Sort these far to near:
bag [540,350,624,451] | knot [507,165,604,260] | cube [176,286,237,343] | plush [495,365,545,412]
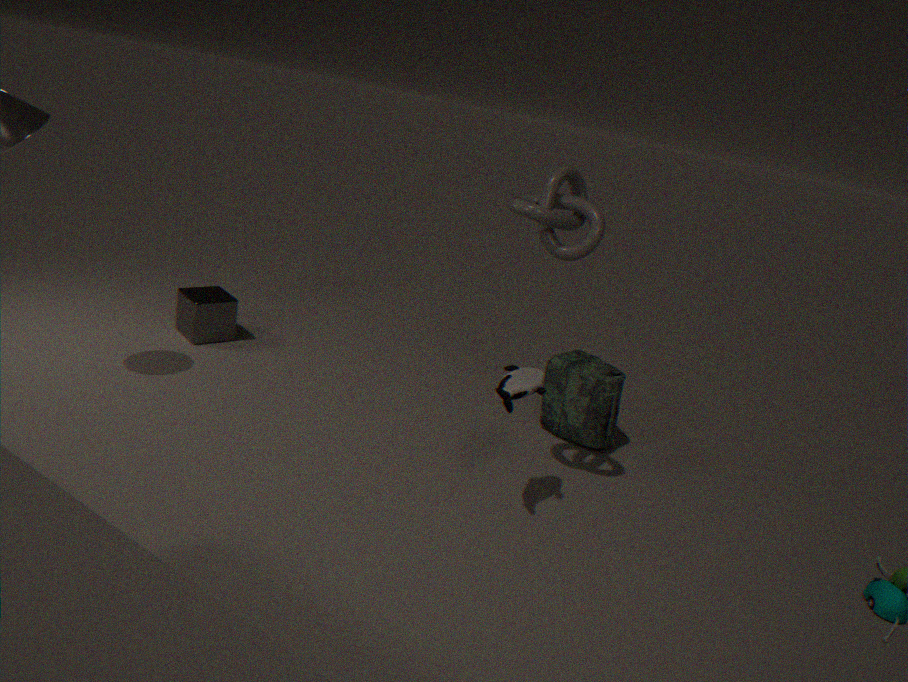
cube [176,286,237,343]
bag [540,350,624,451]
plush [495,365,545,412]
knot [507,165,604,260]
